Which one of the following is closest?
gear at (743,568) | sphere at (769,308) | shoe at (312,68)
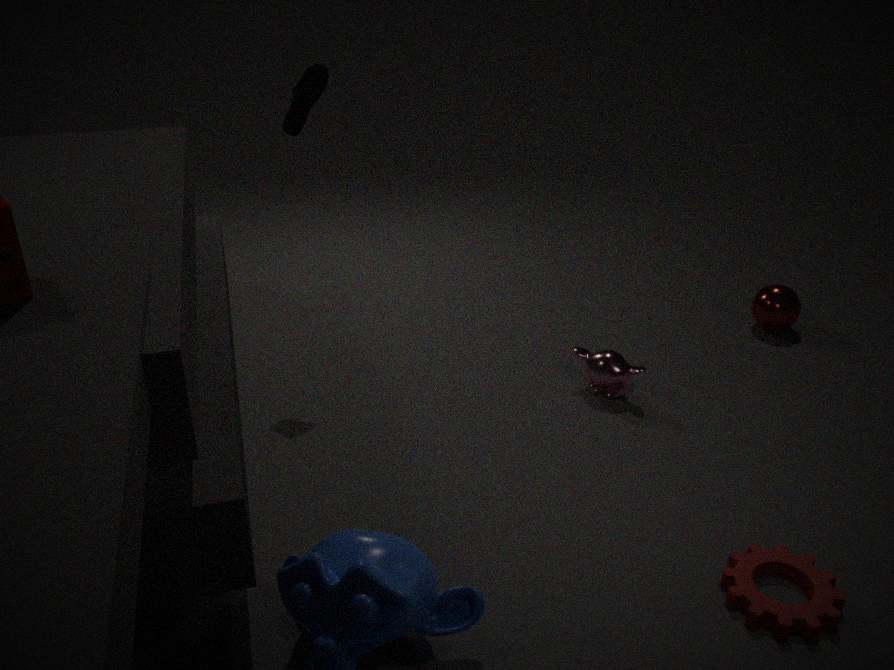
gear at (743,568)
